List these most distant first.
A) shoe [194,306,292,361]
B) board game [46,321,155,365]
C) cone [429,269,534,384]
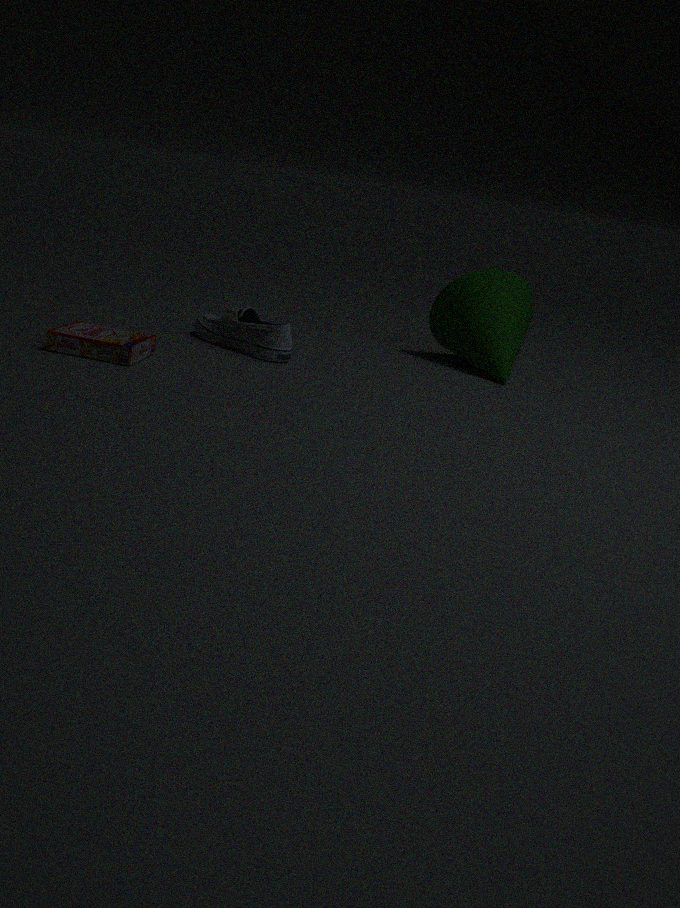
cone [429,269,534,384] → shoe [194,306,292,361] → board game [46,321,155,365]
